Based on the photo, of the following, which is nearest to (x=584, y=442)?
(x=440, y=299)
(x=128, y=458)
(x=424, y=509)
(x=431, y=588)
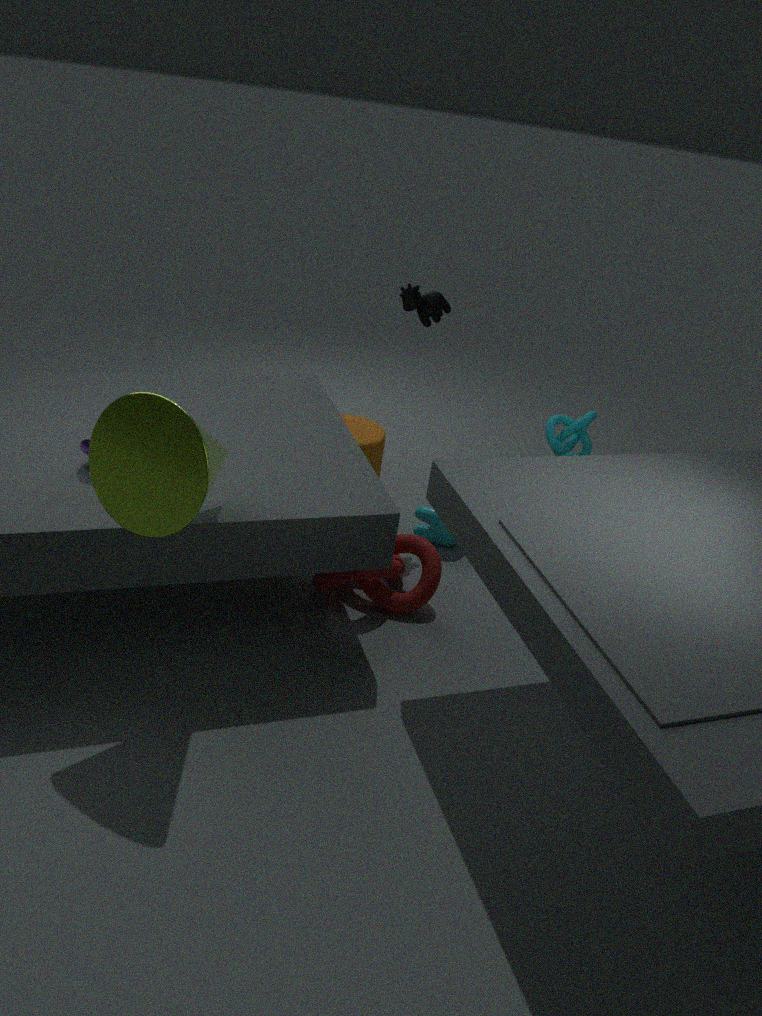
(x=424, y=509)
